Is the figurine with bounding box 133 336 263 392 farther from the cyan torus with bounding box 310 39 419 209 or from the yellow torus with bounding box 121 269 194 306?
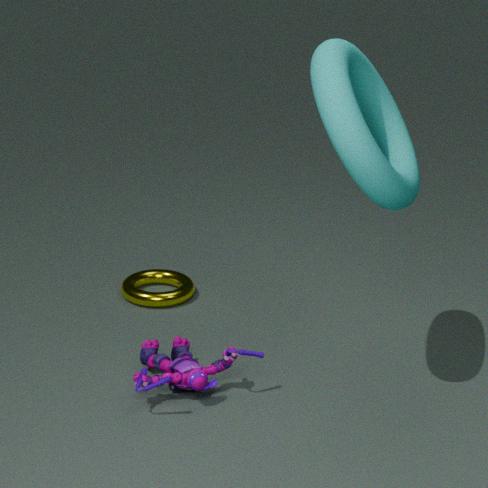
the cyan torus with bounding box 310 39 419 209
